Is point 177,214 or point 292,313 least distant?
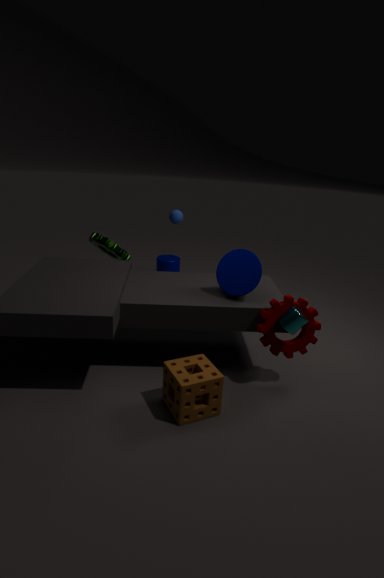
point 292,313
